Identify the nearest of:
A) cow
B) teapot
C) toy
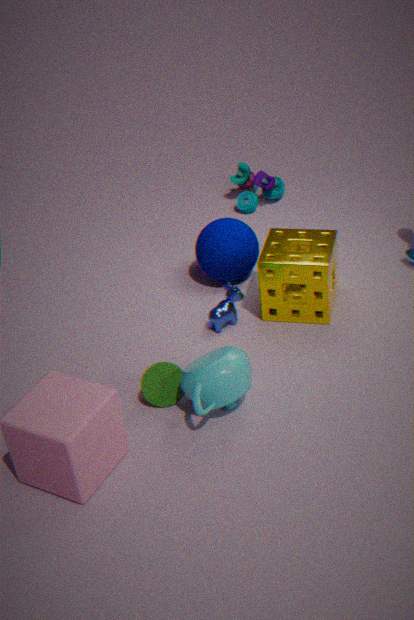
teapot
